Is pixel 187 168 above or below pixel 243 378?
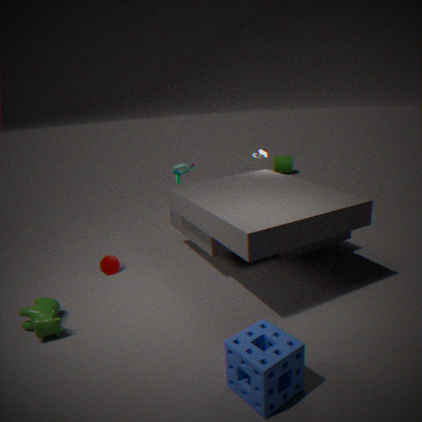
above
